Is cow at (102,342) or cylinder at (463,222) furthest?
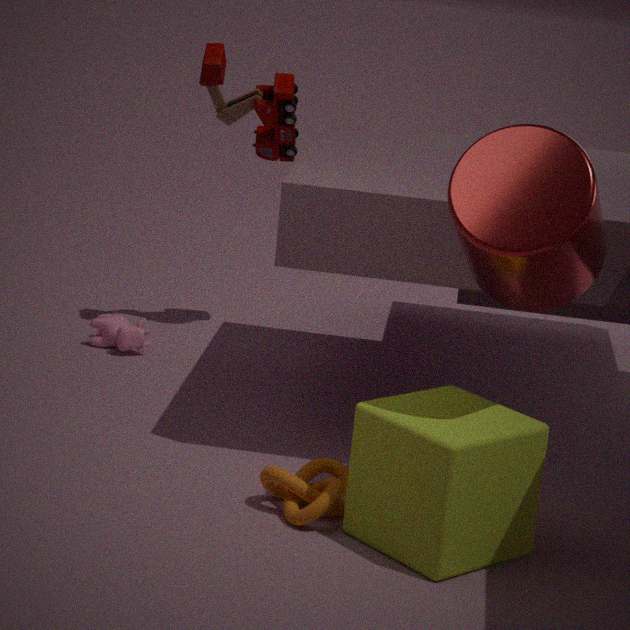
cow at (102,342)
